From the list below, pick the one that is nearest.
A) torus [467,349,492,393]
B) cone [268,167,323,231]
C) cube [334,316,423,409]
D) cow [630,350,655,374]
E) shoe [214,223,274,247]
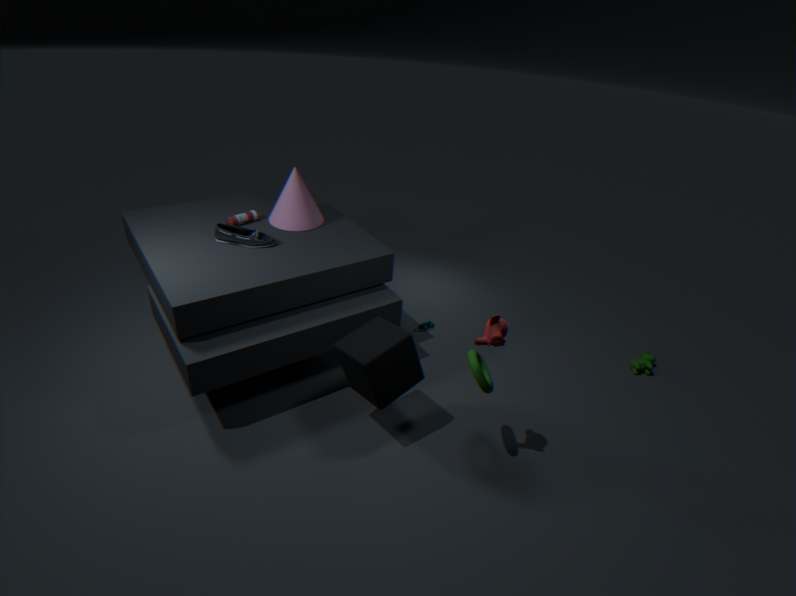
torus [467,349,492,393]
